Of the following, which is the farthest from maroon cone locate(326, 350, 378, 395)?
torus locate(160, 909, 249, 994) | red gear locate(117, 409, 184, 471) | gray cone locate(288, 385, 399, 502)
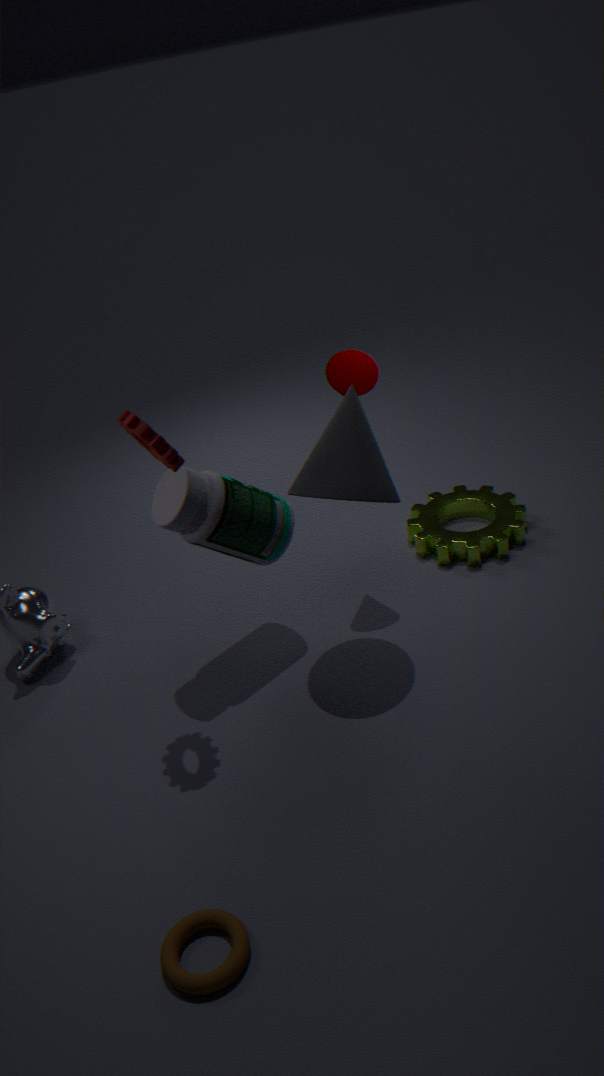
torus locate(160, 909, 249, 994)
